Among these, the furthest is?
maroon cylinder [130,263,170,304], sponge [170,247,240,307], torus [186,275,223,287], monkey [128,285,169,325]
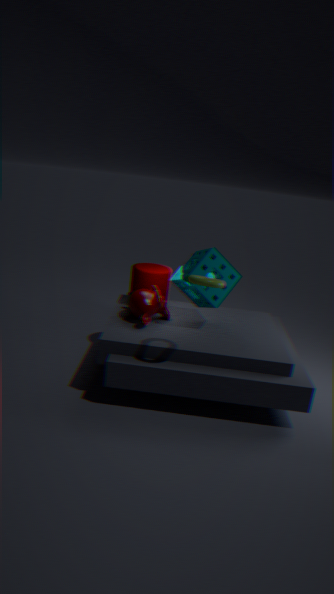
maroon cylinder [130,263,170,304]
